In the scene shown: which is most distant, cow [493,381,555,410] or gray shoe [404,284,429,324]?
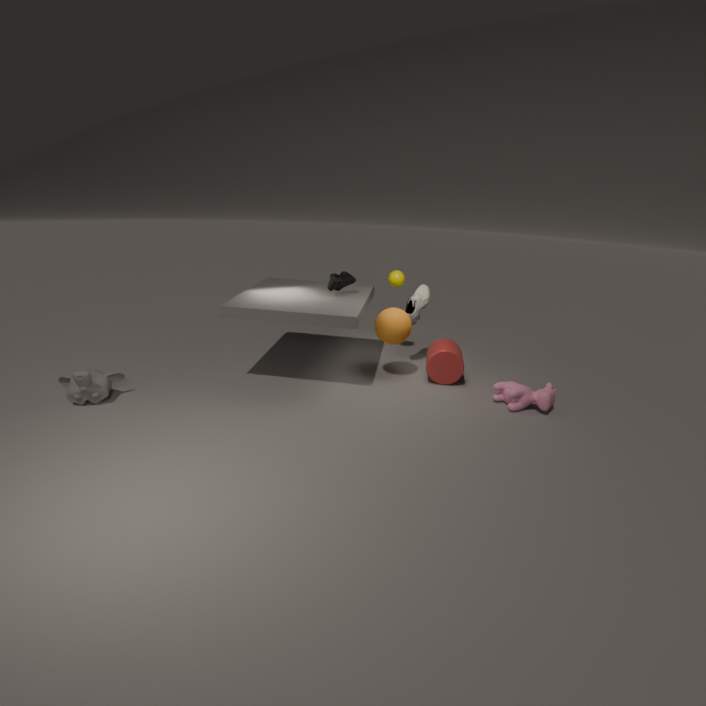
gray shoe [404,284,429,324]
